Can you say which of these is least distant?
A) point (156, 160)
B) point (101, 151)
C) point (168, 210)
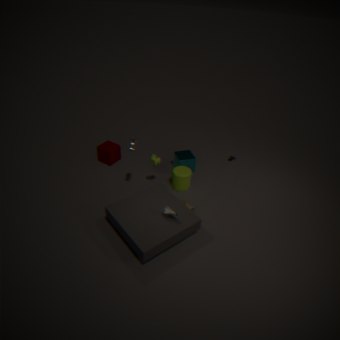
point (168, 210)
